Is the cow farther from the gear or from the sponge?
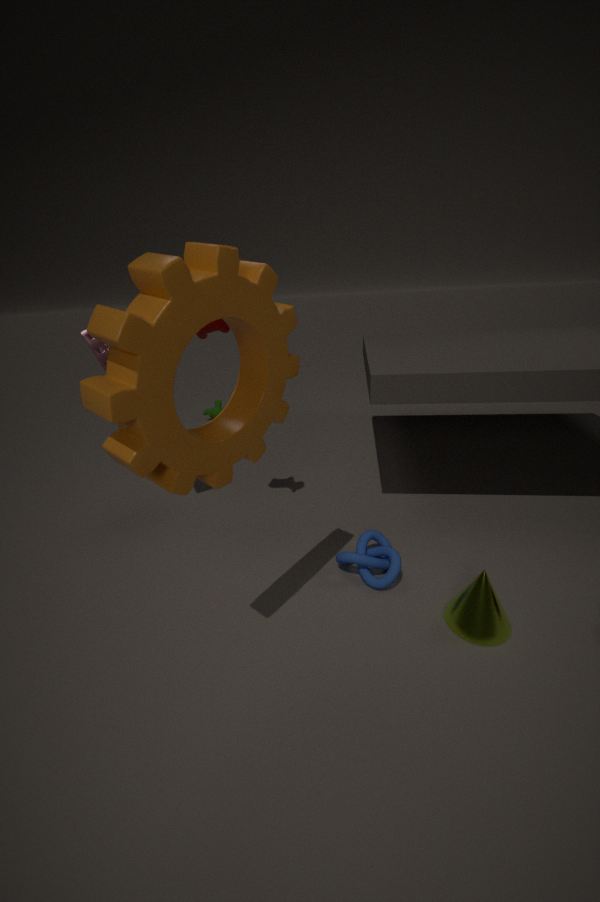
the gear
